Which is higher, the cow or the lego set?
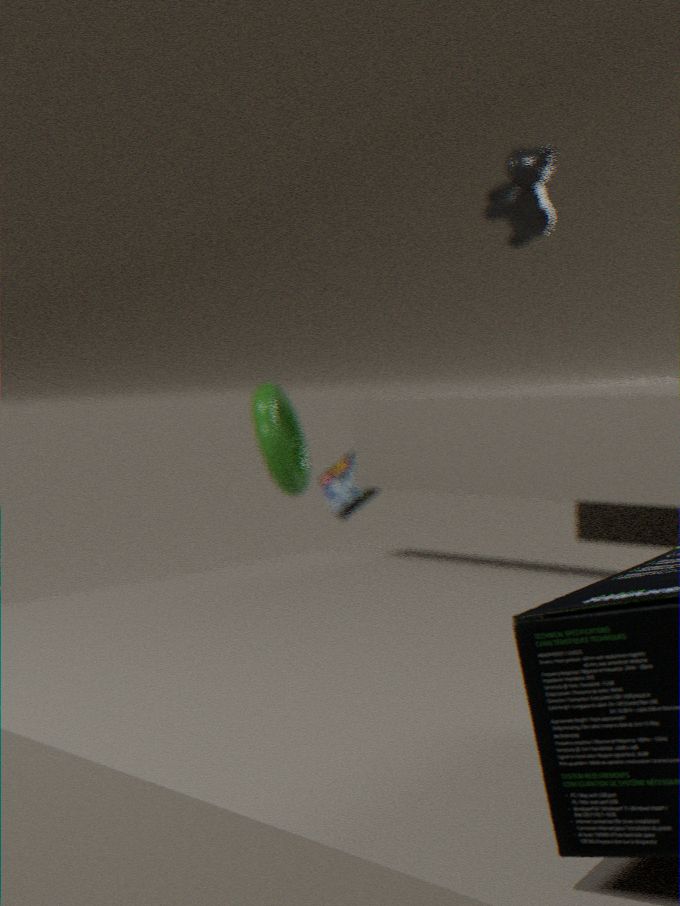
the cow
